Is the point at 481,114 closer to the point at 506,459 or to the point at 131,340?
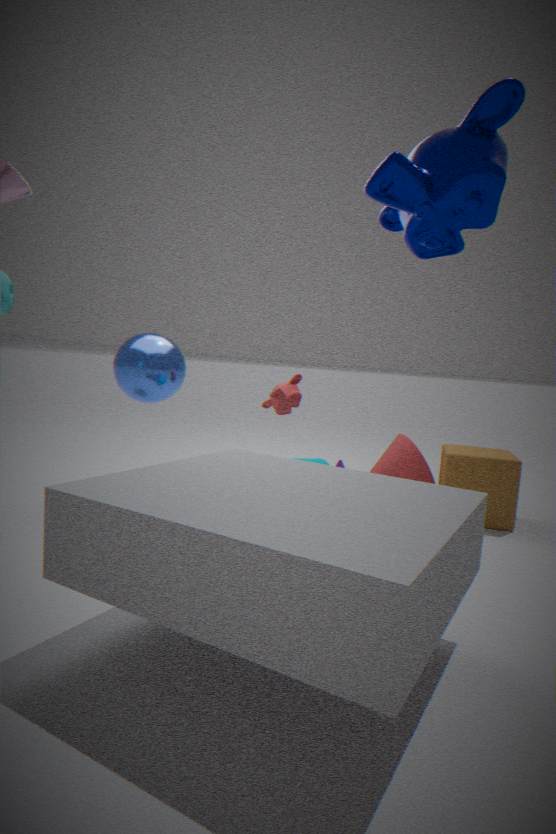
the point at 131,340
